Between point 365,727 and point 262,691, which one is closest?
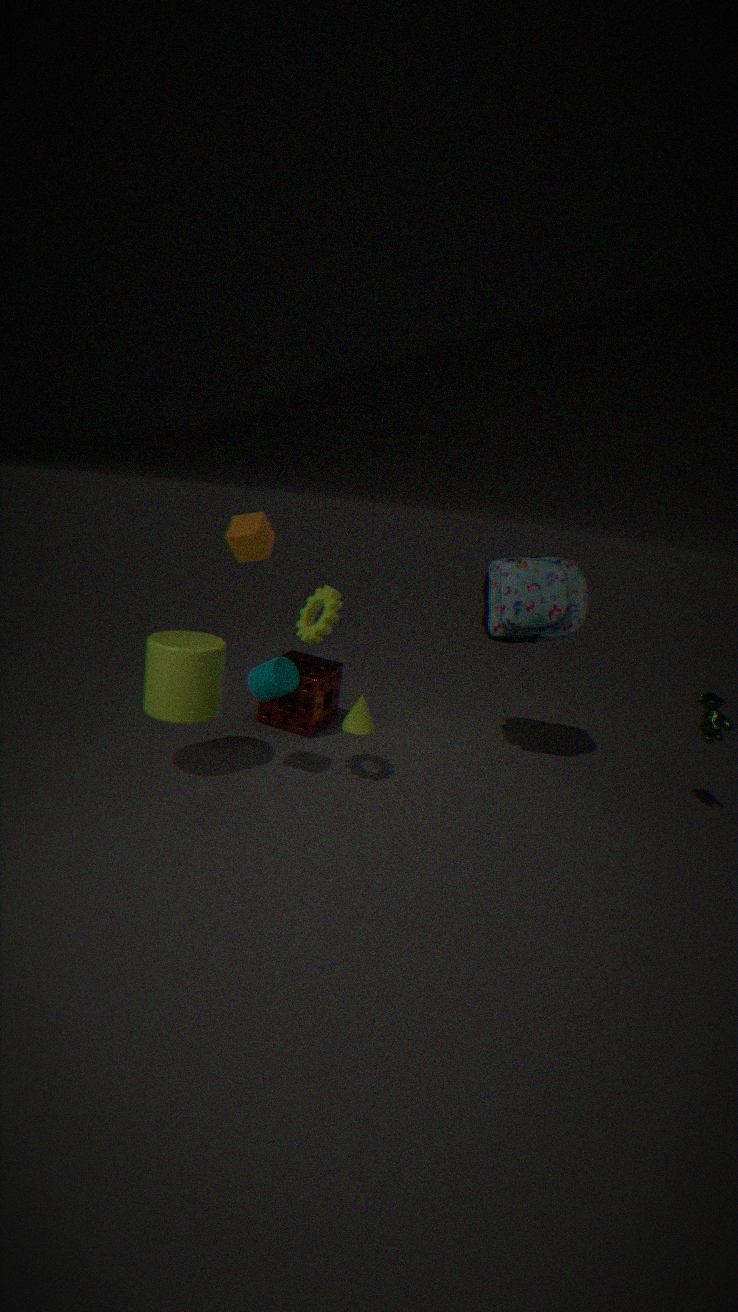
point 262,691
